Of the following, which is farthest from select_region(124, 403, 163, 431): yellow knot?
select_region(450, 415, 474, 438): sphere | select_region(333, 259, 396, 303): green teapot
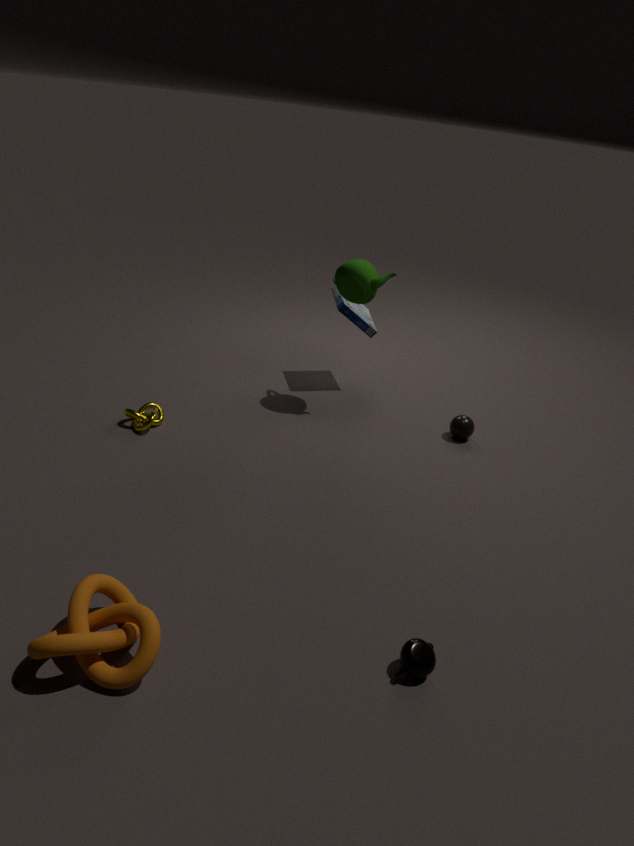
select_region(450, 415, 474, 438): sphere
